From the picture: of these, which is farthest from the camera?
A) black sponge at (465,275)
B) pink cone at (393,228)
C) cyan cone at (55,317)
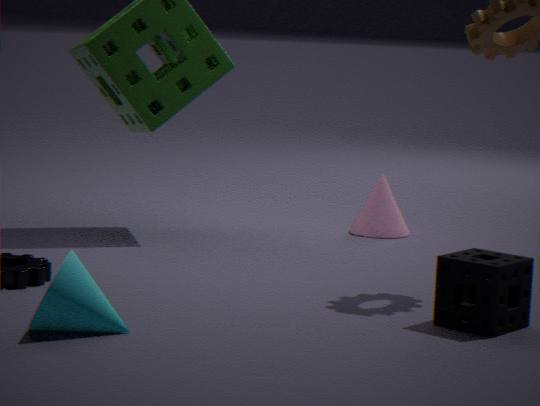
pink cone at (393,228)
